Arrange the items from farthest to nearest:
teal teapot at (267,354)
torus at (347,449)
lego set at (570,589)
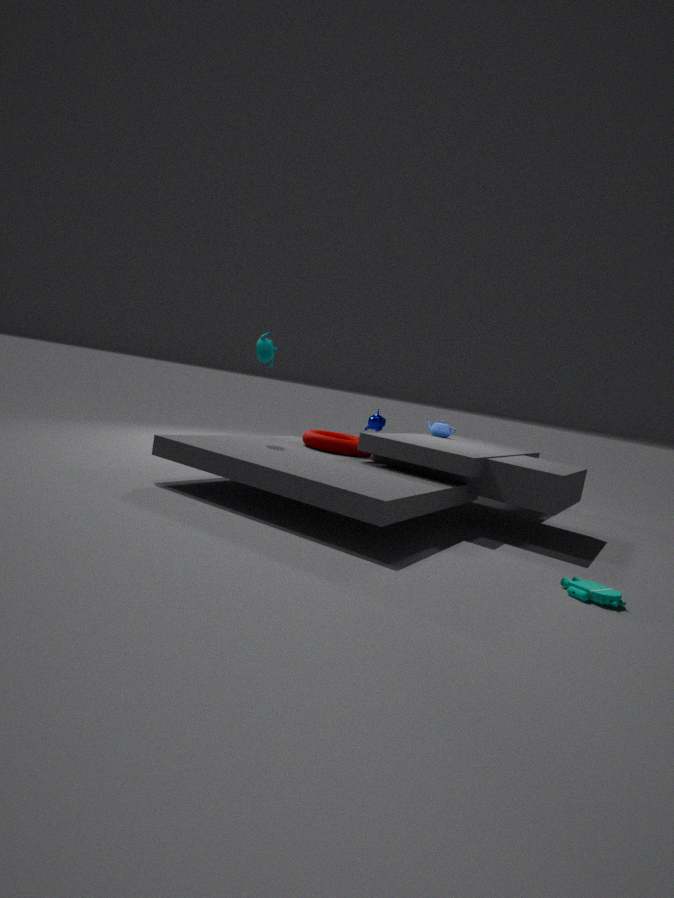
torus at (347,449) < teal teapot at (267,354) < lego set at (570,589)
